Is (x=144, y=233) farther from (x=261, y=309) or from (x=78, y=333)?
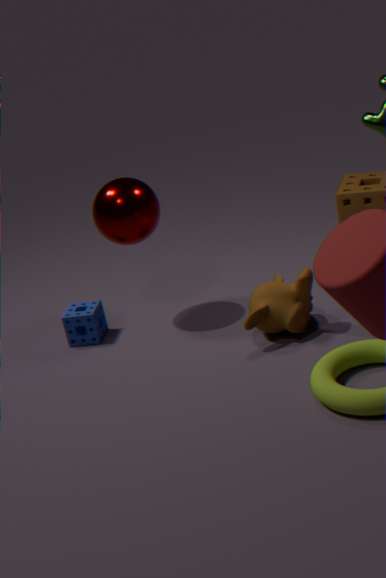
(x=261, y=309)
